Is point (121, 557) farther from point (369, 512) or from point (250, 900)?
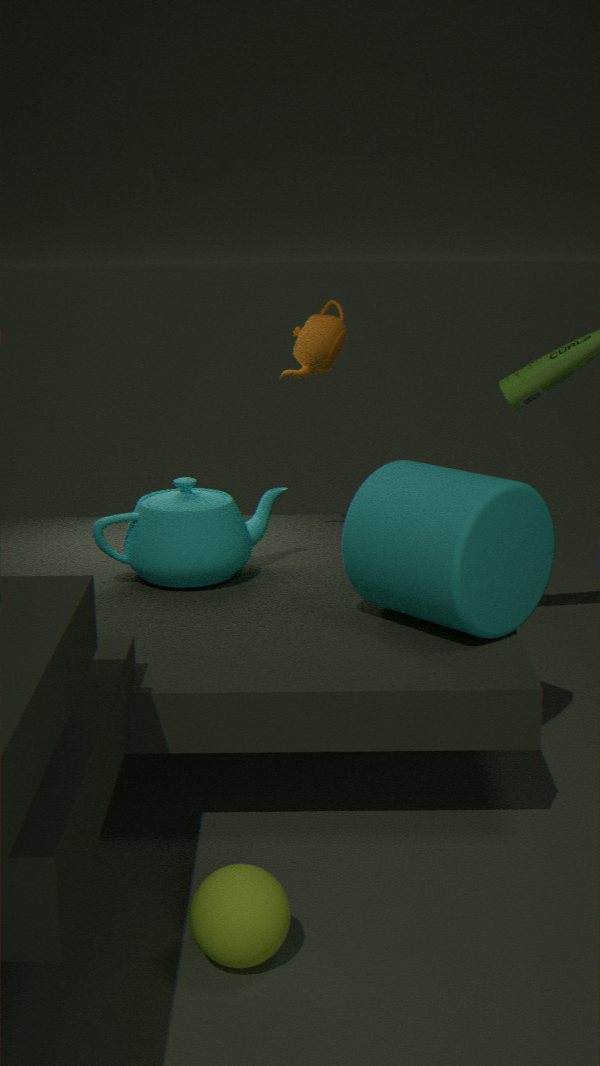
point (250, 900)
